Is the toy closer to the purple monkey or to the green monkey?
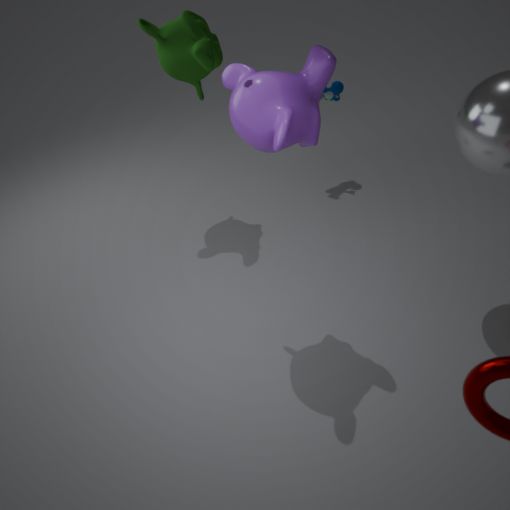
the green monkey
